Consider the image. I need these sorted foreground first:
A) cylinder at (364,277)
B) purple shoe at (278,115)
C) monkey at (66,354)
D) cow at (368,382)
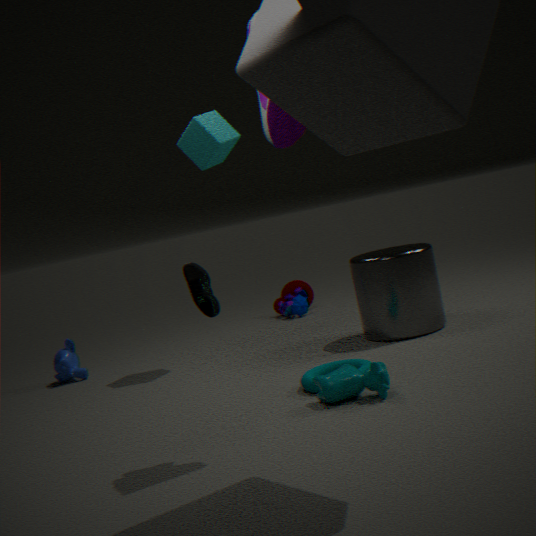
purple shoe at (278,115) < cow at (368,382) < cylinder at (364,277) < monkey at (66,354)
